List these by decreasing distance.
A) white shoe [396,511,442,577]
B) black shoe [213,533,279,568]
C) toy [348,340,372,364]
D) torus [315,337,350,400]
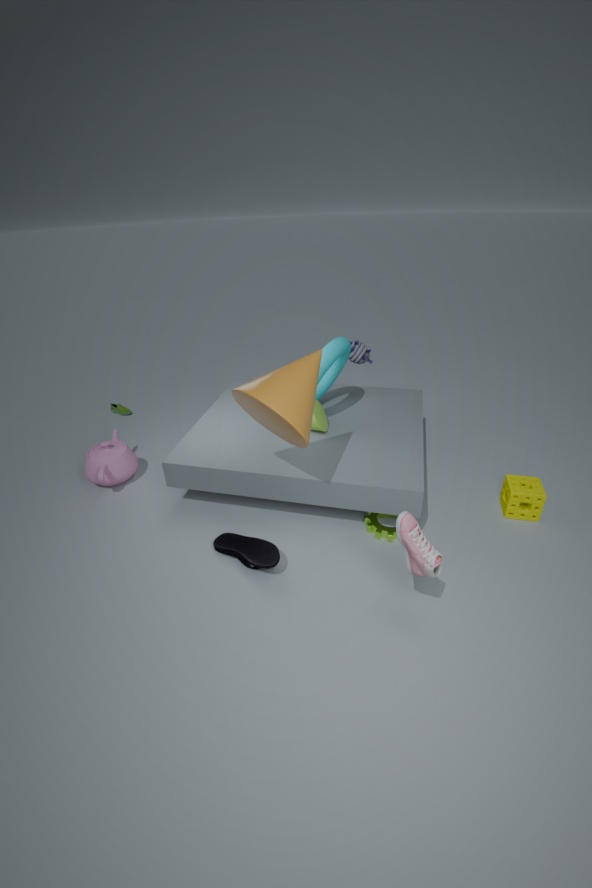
C. toy [348,340,372,364]
D. torus [315,337,350,400]
B. black shoe [213,533,279,568]
A. white shoe [396,511,442,577]
